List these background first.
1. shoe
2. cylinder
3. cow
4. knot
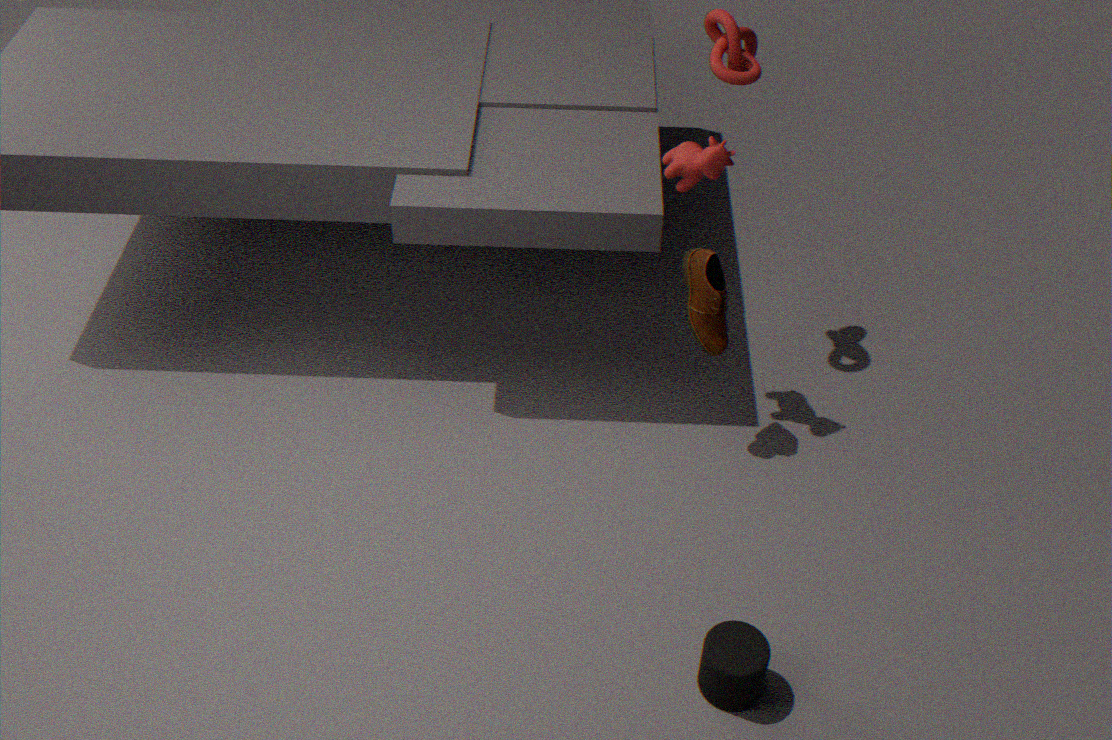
knot, shoe, cow, cylinder
